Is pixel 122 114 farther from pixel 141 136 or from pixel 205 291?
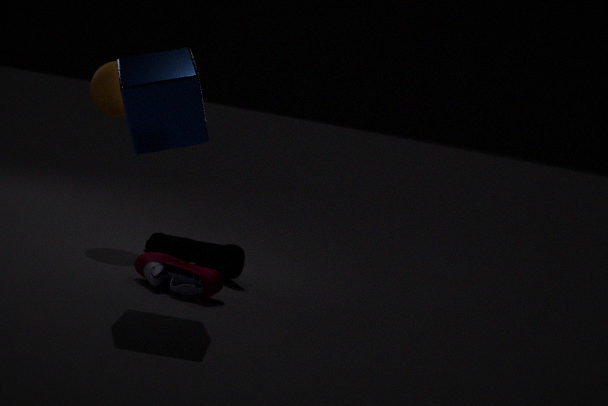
pixel 205 291
